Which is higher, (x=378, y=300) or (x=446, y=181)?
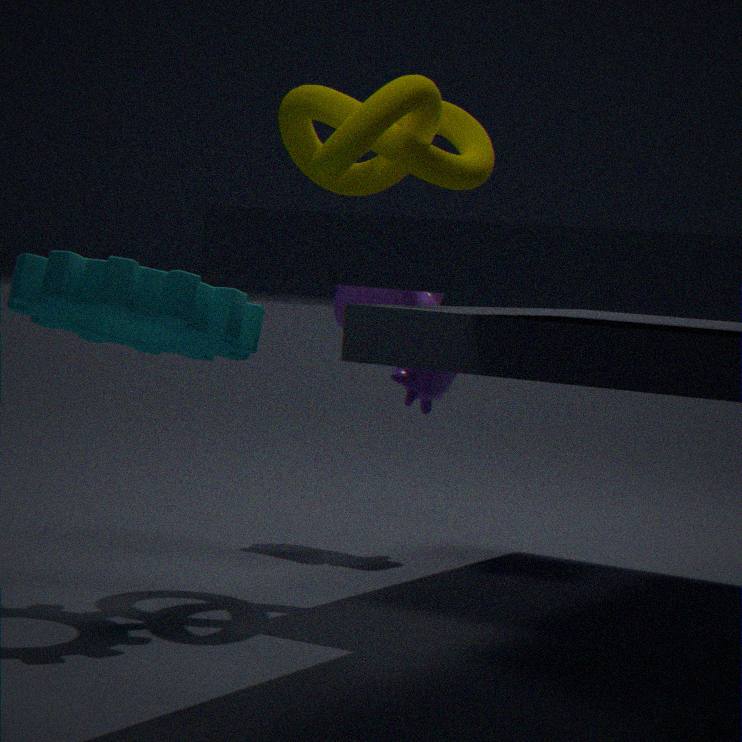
(x=446, y=181)
